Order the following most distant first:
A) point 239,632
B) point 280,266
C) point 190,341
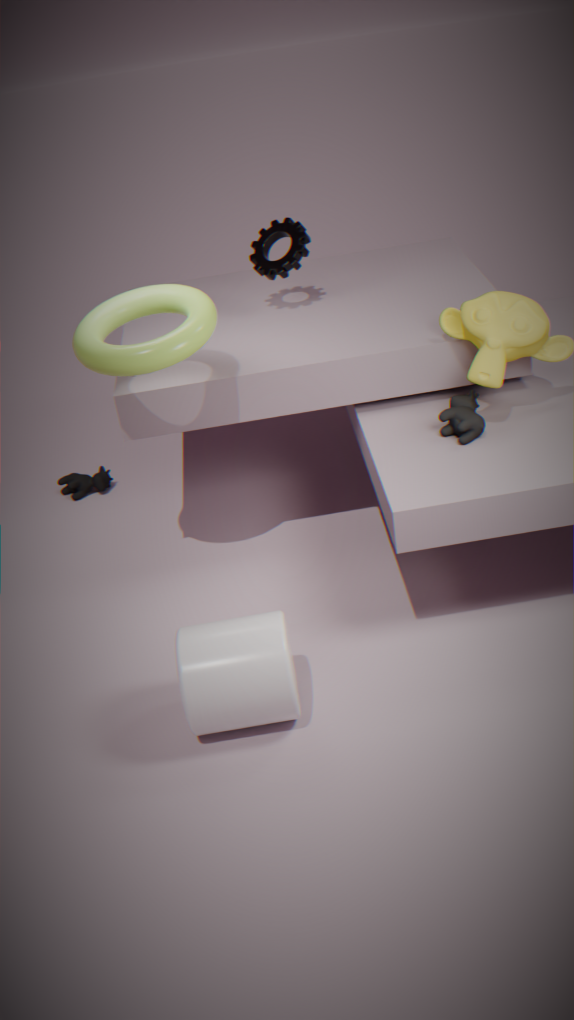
point 280,266
point 190,341
point 239,632
